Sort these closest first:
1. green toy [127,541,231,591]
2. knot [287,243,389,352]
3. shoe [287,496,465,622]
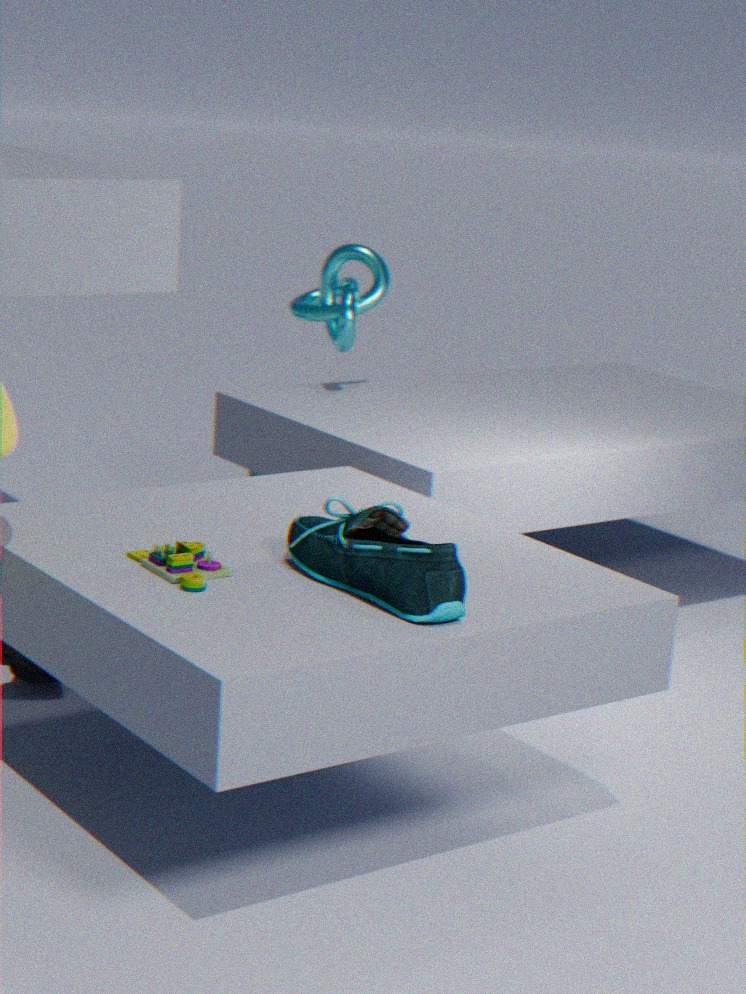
shoe [287,496,465,622]
green toy [127,541,231,591]
knot [287,243,389,352]
